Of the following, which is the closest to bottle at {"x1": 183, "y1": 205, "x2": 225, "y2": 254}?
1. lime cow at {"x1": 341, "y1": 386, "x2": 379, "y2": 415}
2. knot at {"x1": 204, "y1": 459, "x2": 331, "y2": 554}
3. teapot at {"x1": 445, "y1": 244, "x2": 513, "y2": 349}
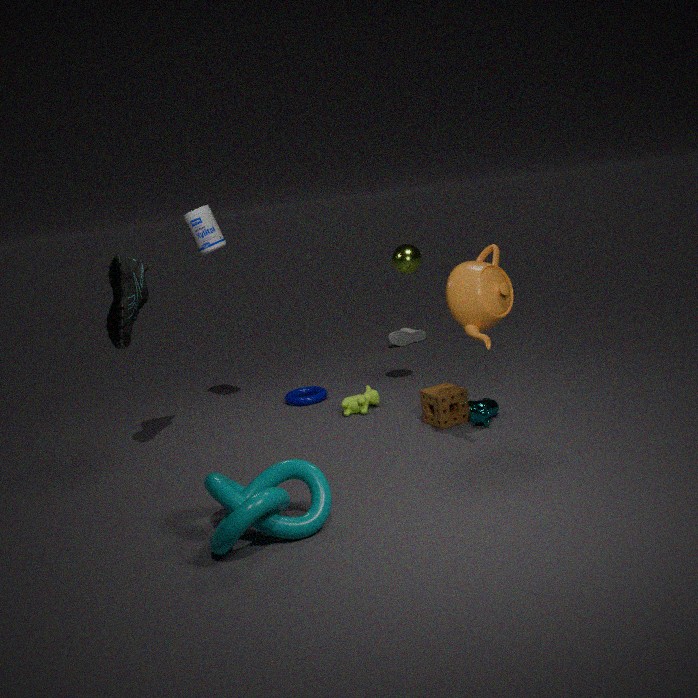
lime cow at {"x1": 341, "y1": 386, "x2": 379, "y2": 415}
